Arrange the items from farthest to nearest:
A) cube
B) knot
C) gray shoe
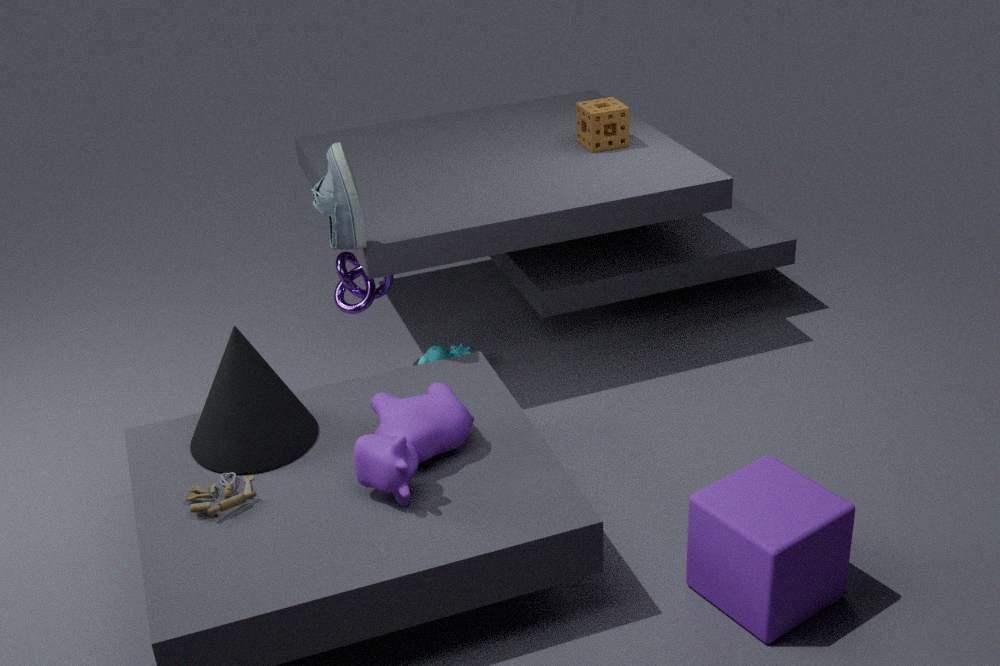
1. knot
2. gray shoe
3. cube
